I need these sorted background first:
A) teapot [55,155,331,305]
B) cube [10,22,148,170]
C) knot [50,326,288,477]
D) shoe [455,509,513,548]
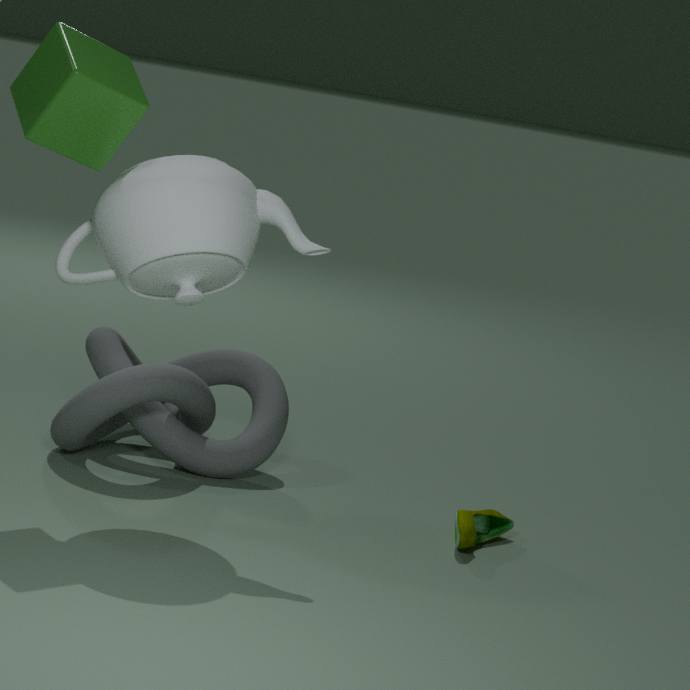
1. knot [50,326,288,477]
2. shoe [455,509,513,548]
3. cube [10,22,148,170]
4. teapot [55,155,331,305]
